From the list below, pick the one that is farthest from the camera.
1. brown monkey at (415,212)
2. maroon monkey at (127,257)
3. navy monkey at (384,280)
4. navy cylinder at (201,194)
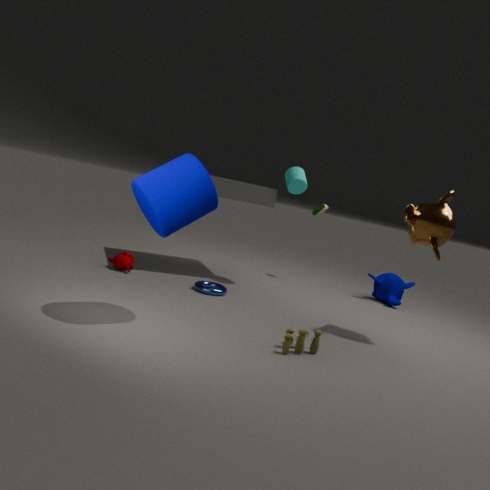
navy monkey at (384,280)
